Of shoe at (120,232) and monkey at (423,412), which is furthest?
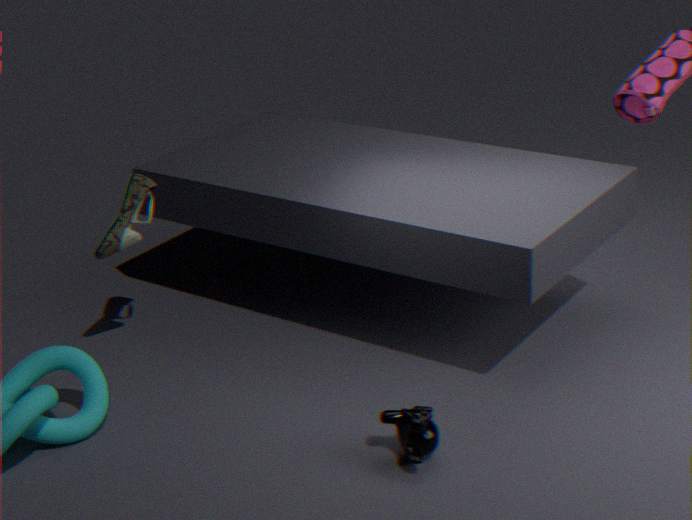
shoe at (120,232)
